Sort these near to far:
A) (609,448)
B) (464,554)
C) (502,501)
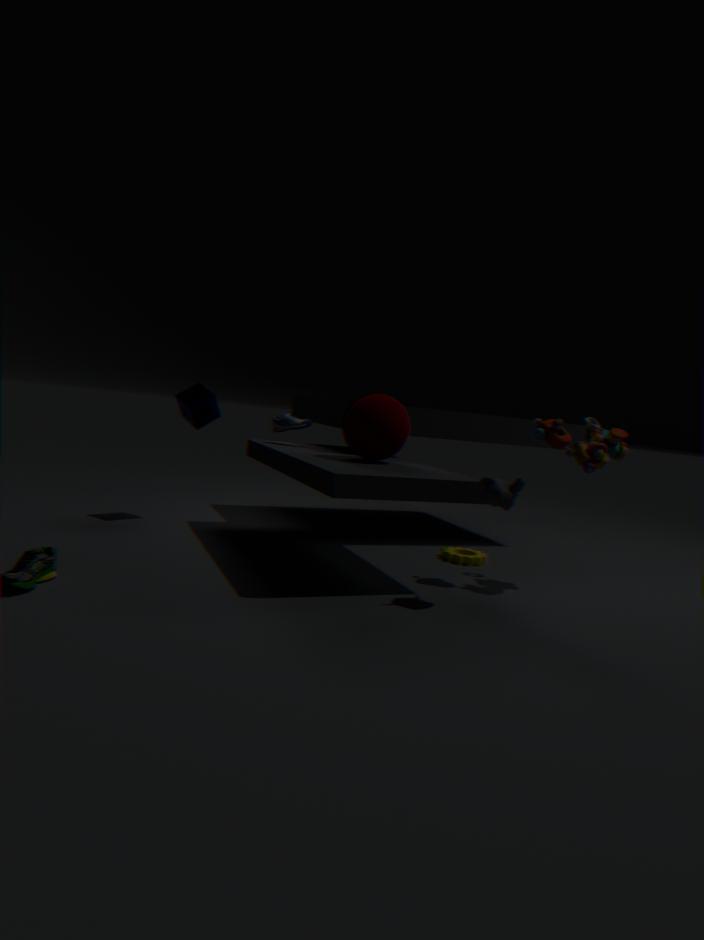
1. (502,501)
2. (609,448)
3. (464,554)
